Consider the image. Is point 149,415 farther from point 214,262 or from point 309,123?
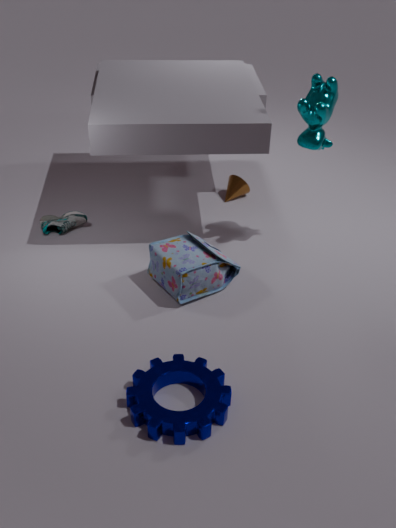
point 309,123
